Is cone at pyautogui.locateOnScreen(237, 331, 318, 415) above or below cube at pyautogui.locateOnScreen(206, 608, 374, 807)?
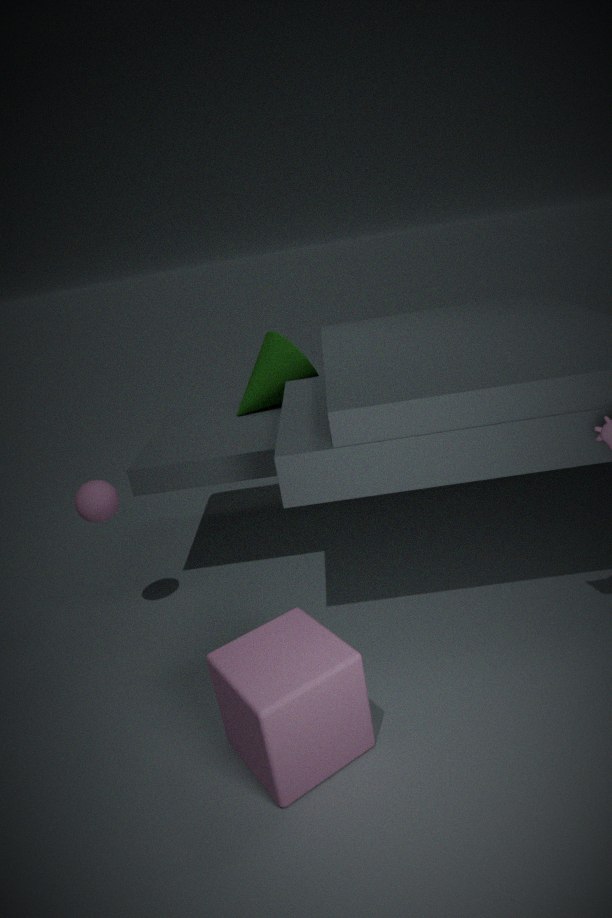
above
